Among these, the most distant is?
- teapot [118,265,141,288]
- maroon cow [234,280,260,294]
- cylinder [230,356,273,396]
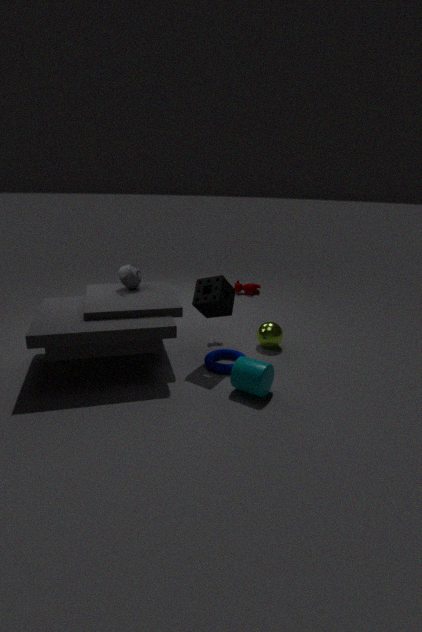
maroon cow [234,280,260,294]
